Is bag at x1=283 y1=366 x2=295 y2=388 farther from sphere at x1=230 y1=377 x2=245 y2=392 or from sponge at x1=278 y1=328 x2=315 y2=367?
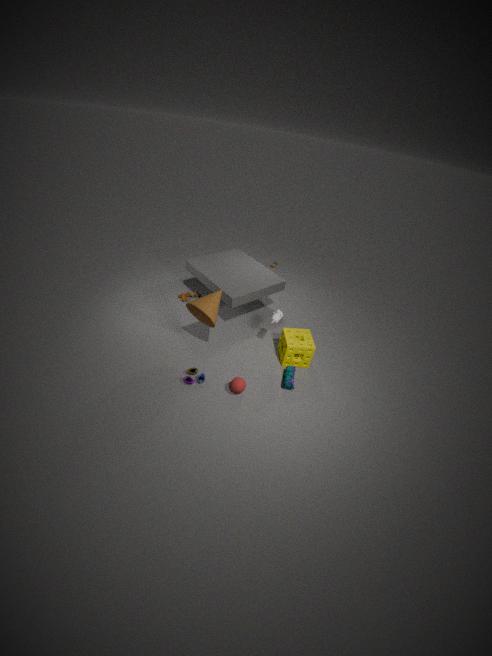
sphere at x1=230 y1=377 x2=245 y2=392
